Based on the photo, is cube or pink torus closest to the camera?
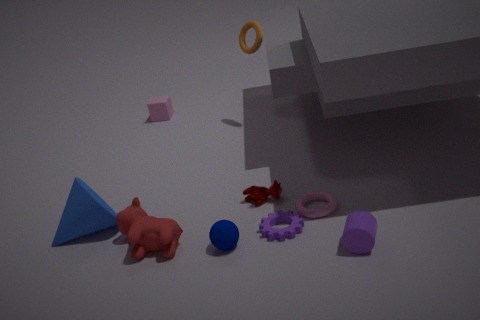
pink torus
